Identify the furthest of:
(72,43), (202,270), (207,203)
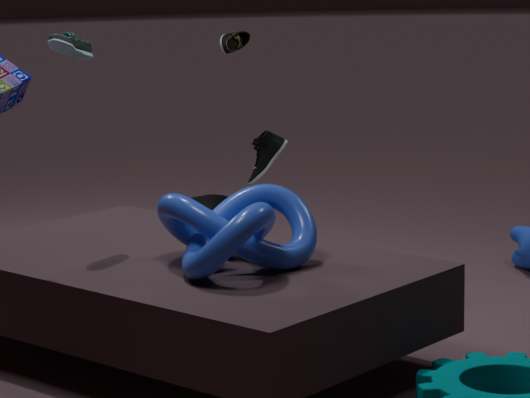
(207,203)
